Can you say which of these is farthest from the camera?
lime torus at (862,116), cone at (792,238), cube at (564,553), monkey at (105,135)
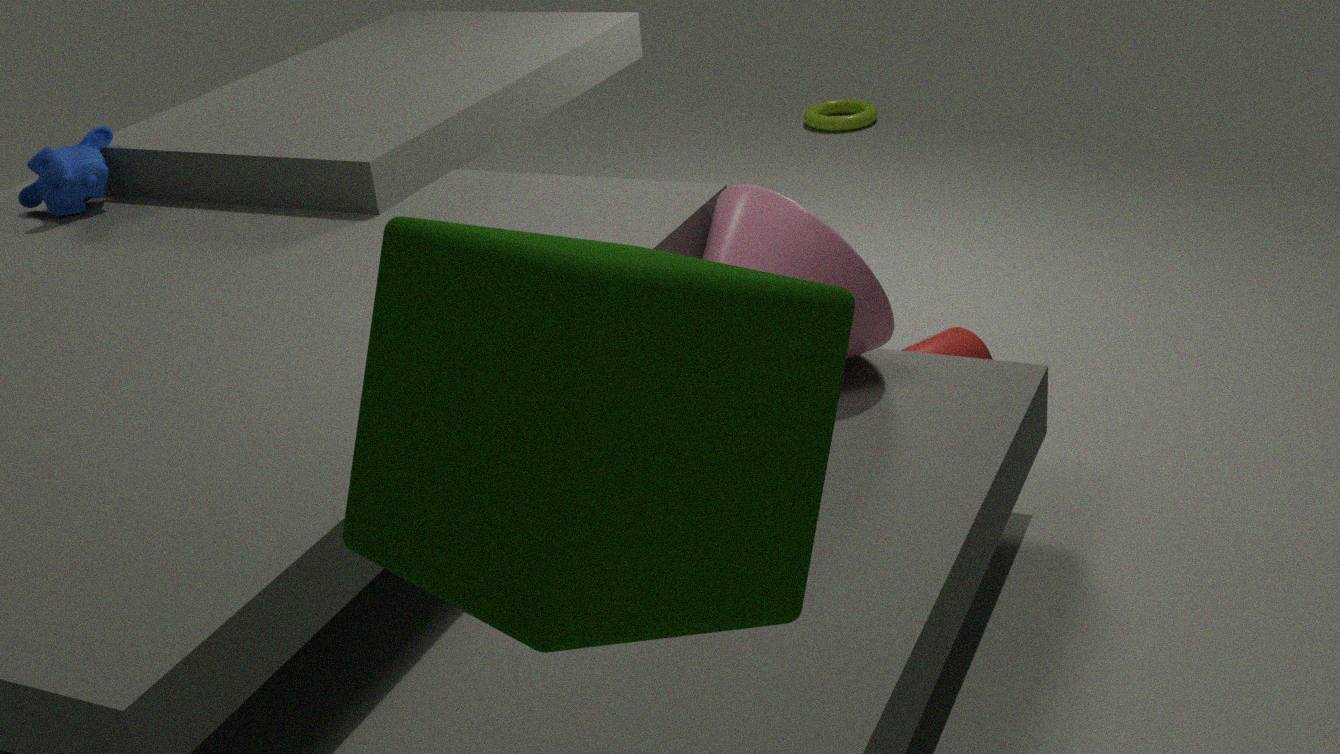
lime torus at (862,116)
